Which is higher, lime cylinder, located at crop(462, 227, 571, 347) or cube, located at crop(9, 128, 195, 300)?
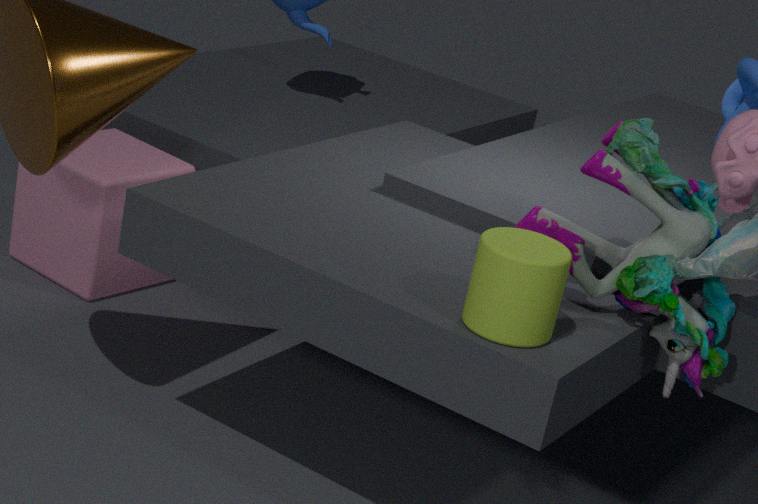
lime cylinder, located at crop(462, 227, 571, 347)
